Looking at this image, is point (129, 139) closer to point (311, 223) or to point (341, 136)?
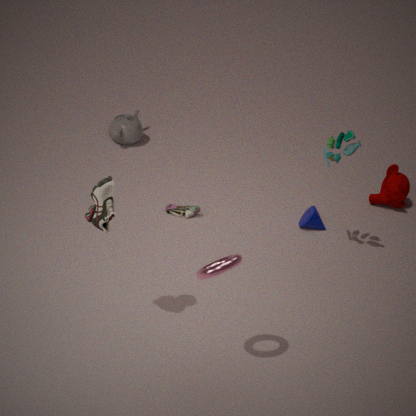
point (311, 223)
